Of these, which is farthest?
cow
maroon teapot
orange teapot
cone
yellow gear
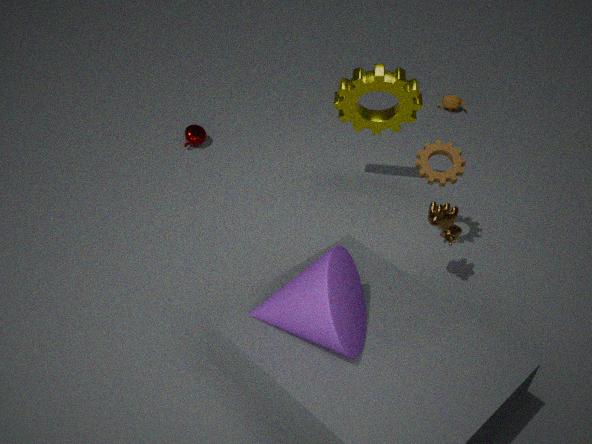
orange teapot
